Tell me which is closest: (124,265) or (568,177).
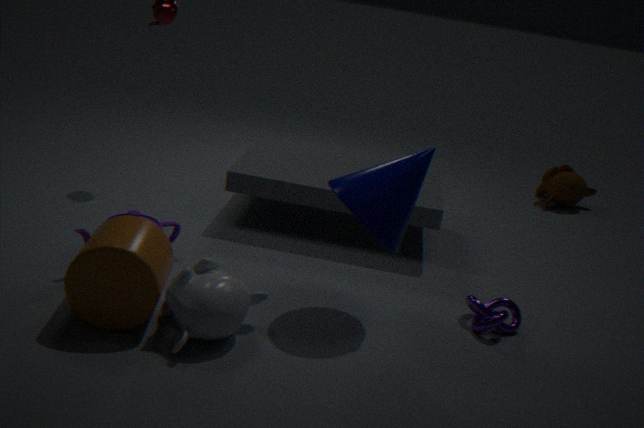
(124,265)
